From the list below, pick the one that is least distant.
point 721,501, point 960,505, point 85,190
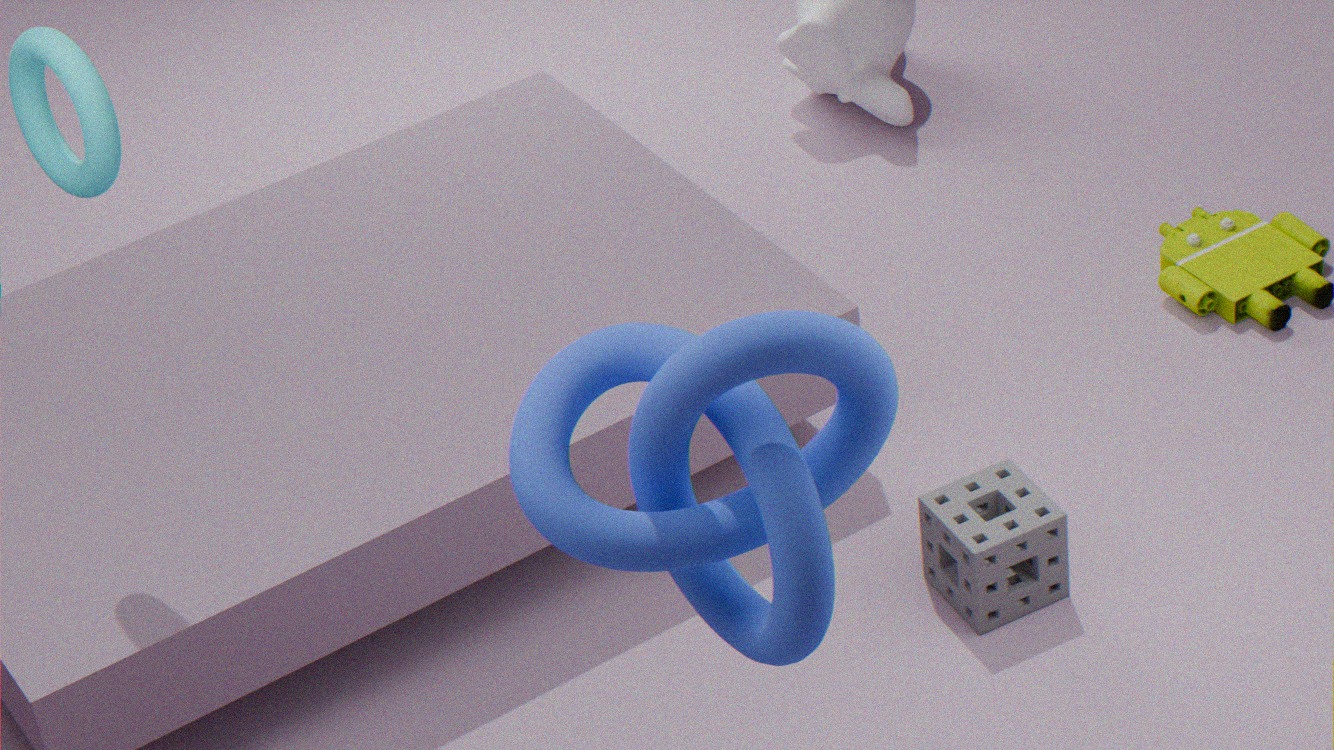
point 721,501
